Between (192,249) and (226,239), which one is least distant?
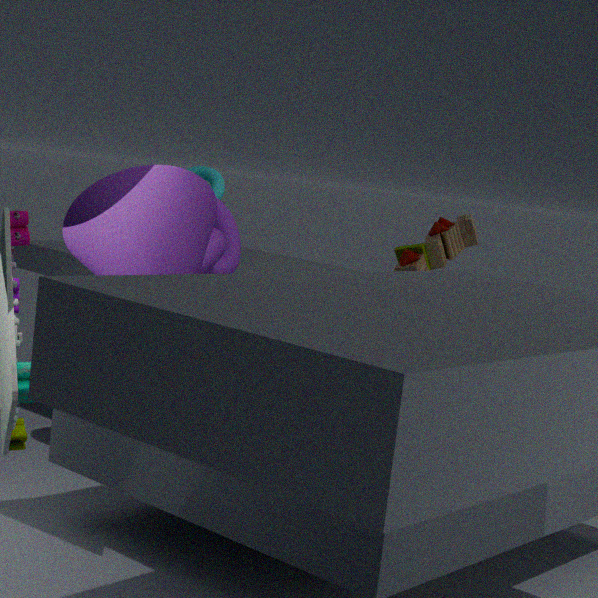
(192,249)
